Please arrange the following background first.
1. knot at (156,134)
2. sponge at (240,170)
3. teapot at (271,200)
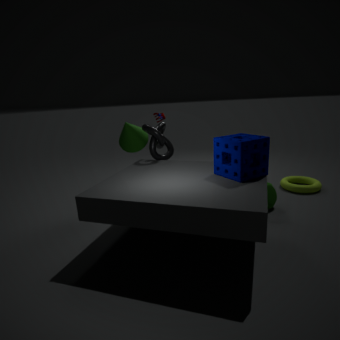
knot at (156,134), teapot at (271,200), sponge at (240,170)
